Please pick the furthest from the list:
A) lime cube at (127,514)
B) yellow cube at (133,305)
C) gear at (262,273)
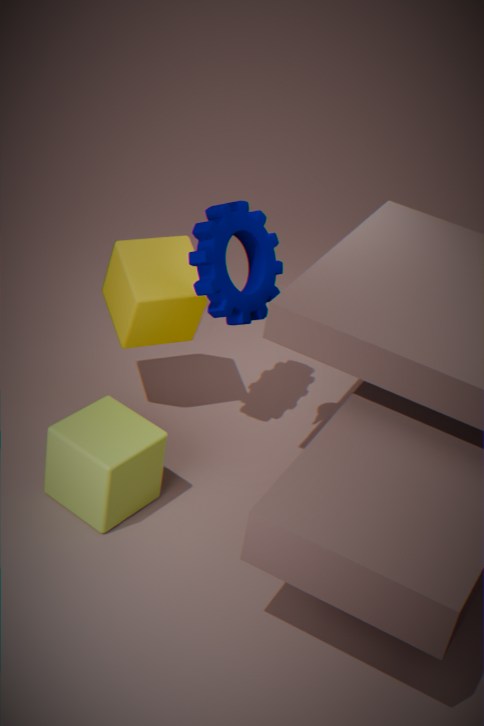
yellow cube at (133,305)
